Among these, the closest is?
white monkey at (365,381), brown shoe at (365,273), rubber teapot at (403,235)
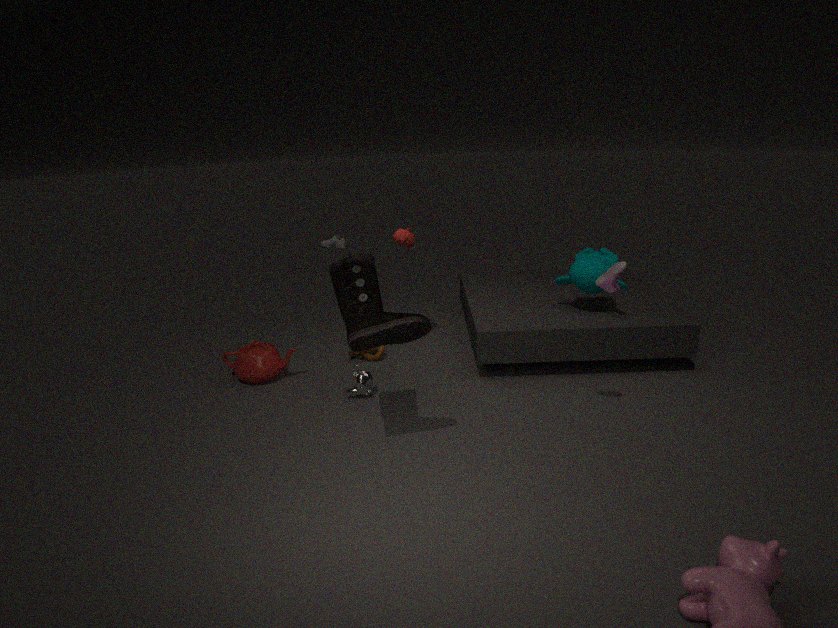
brown shoe at (365,273)
